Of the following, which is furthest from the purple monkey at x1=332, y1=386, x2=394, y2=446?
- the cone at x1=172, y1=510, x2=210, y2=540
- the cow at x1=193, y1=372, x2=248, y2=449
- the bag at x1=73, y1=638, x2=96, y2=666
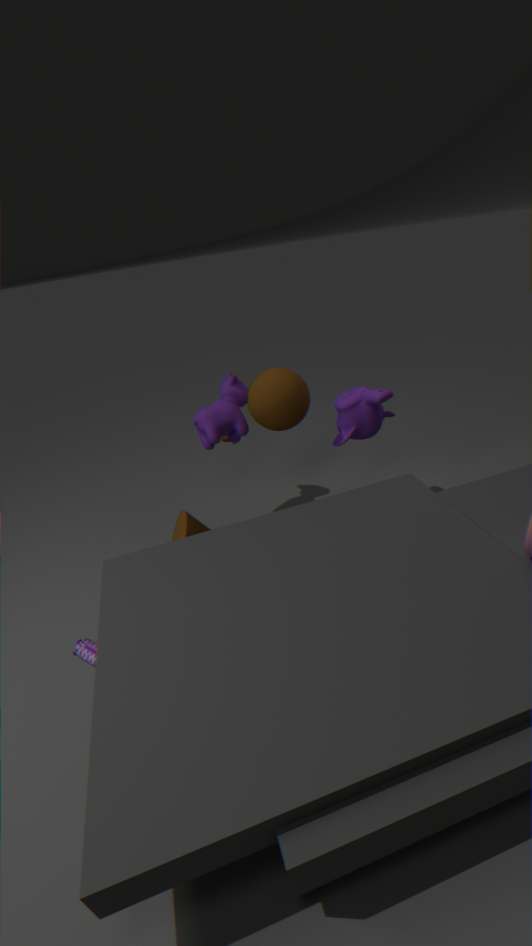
the bag at x1=73, y1=638, x2=96, y2=666
